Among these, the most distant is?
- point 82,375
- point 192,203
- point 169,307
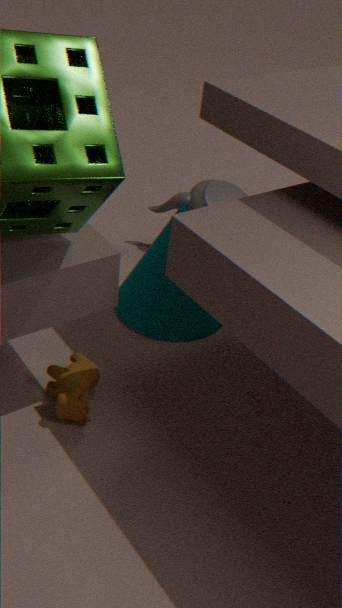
point 192,203
